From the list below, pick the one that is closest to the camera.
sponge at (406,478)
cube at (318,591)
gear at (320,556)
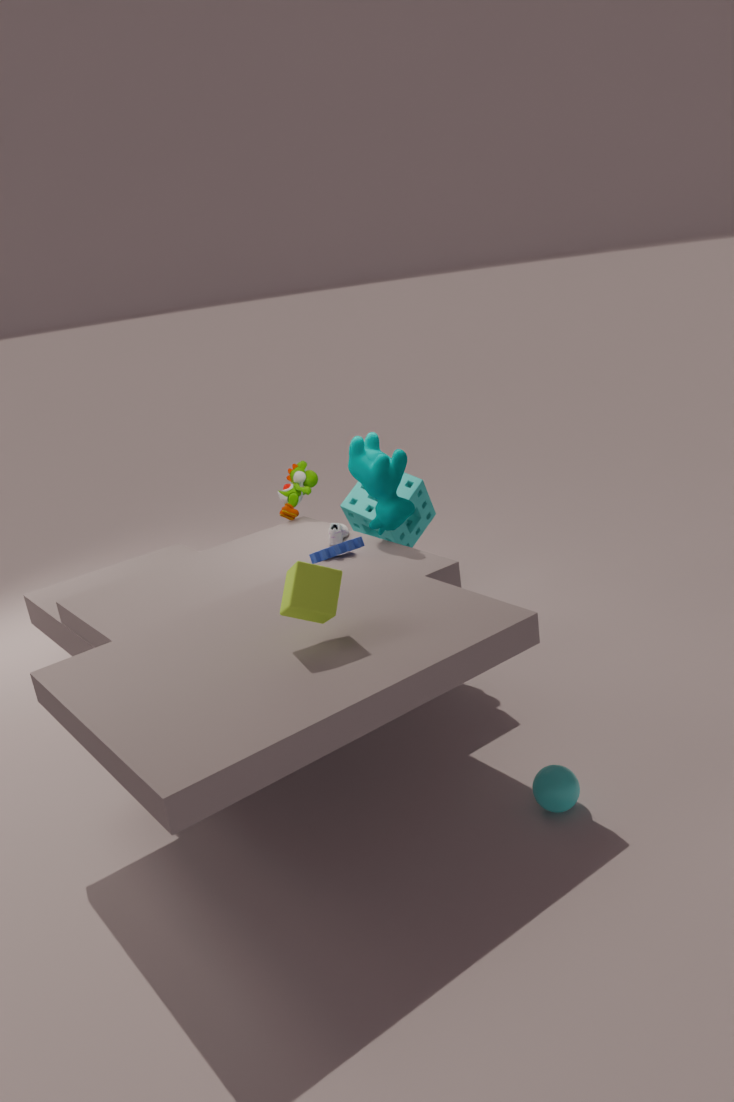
cube at (318,591)
